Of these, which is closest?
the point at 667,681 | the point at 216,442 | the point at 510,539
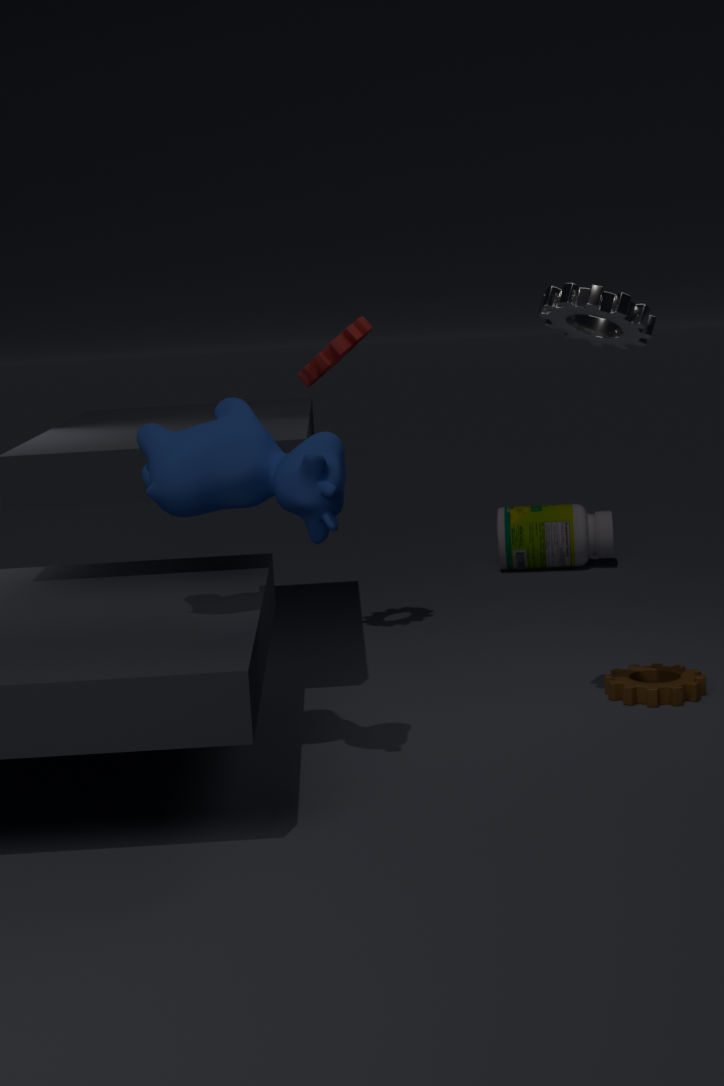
the point at 216,442
